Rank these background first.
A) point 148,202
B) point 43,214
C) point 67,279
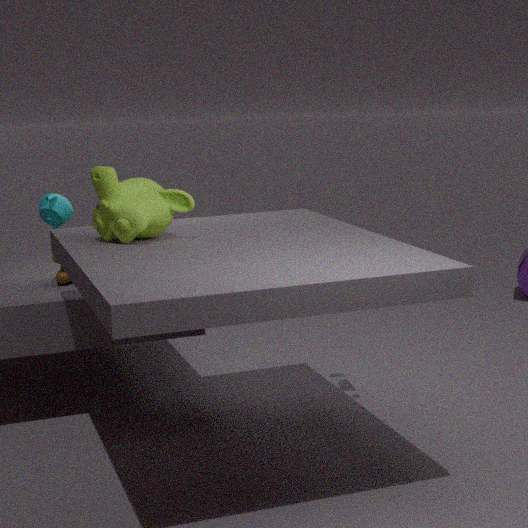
point 67,279, point 43,214, point 148,202
